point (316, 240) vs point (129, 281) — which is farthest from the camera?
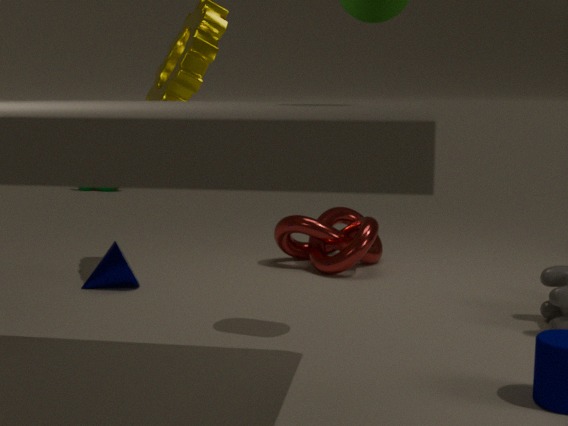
point (316, 240)
